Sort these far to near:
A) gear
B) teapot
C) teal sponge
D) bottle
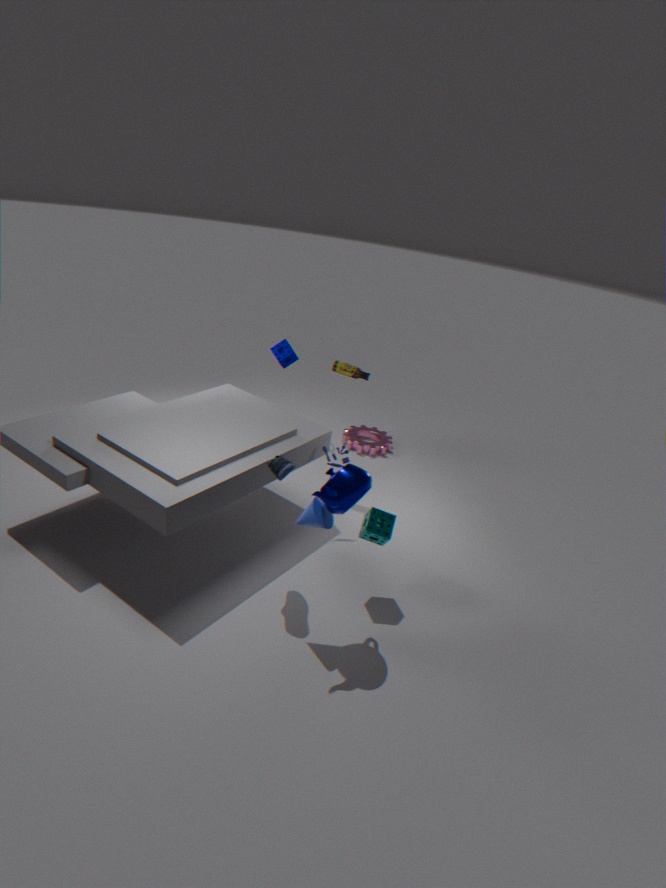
gear < bottle < teal sponge < teapot
